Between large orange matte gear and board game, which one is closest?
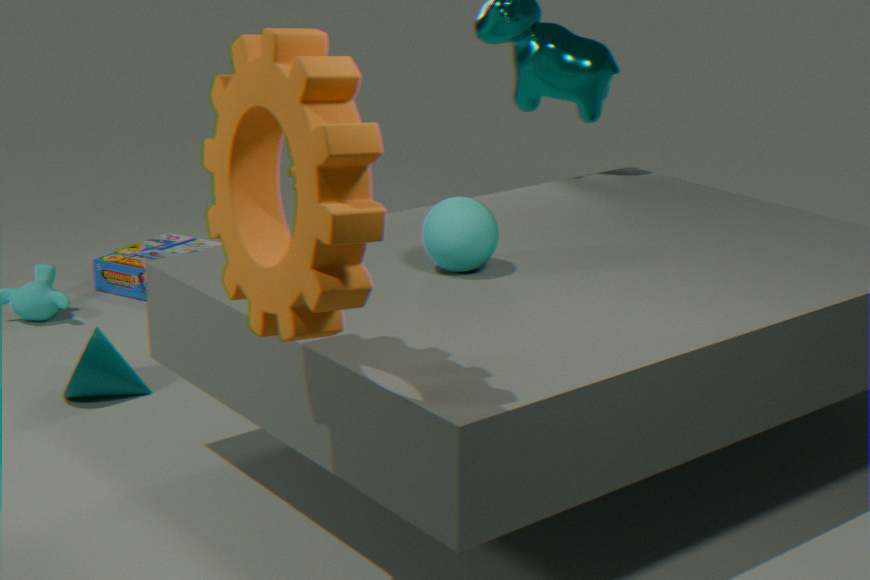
large orange matte gear
